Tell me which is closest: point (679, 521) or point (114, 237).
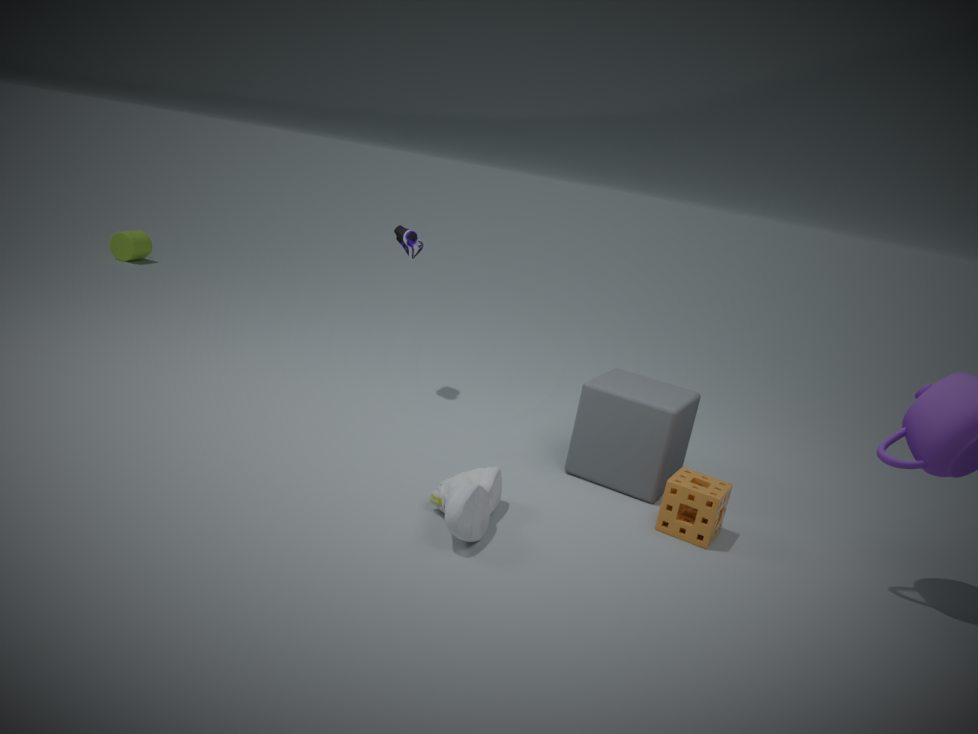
point (679, 521)
